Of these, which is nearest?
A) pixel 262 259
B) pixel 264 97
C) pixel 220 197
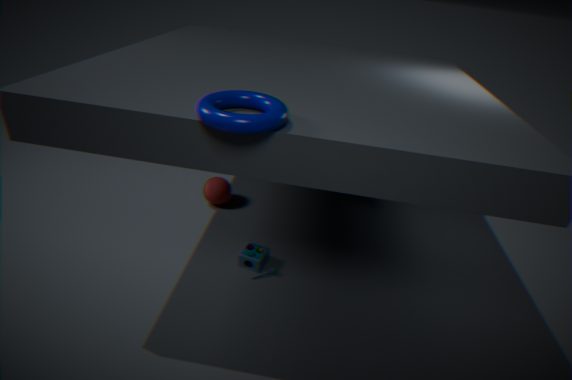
A: pixel 264 97
